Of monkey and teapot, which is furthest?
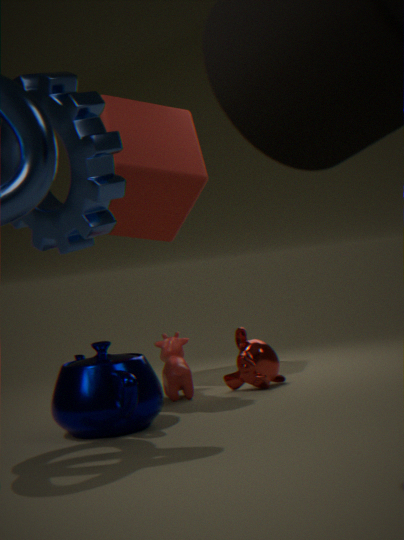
monkey
